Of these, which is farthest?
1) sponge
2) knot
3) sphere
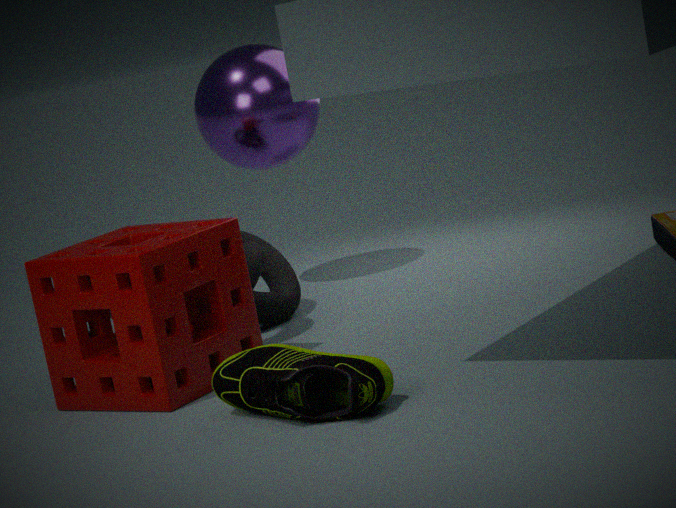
3. sphere
